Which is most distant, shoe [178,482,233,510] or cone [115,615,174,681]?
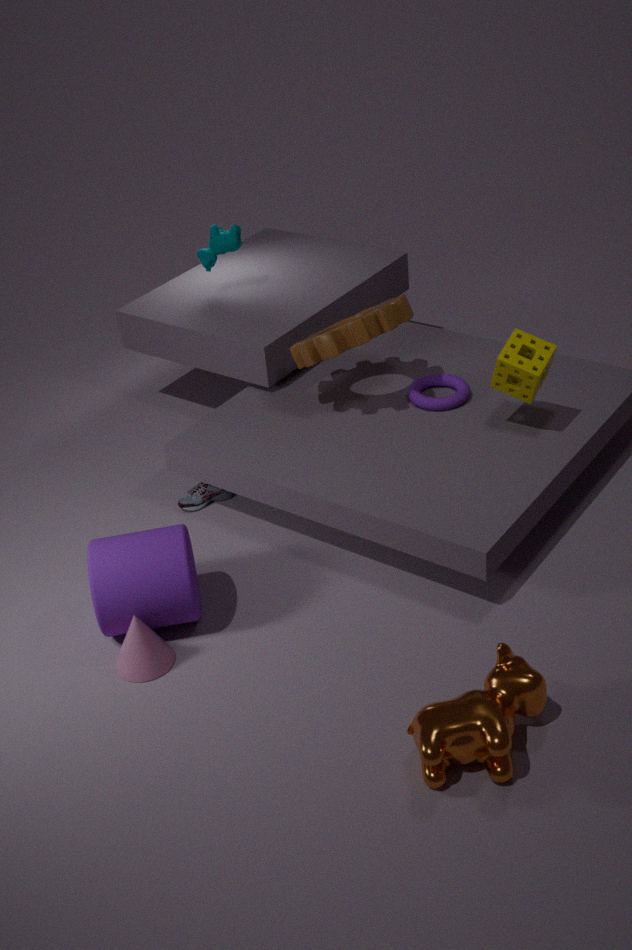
shoe [178,482,233,510]
